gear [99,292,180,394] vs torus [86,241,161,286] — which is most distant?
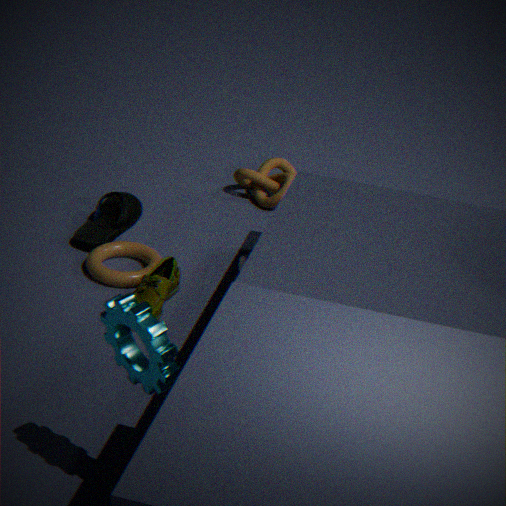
torus [86,241,161,286]
